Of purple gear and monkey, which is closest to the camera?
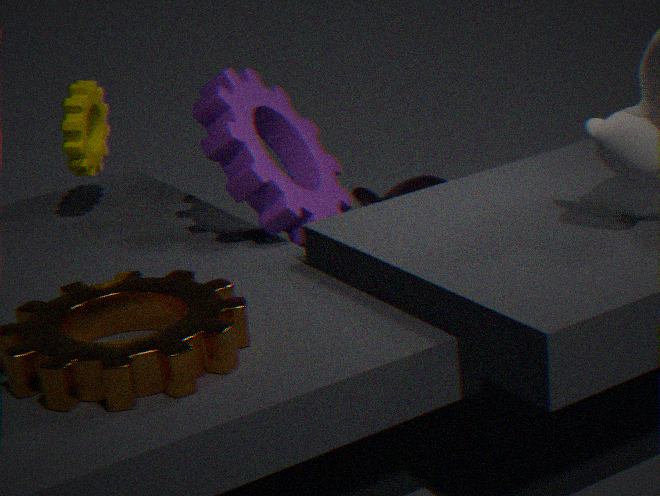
purple gear
